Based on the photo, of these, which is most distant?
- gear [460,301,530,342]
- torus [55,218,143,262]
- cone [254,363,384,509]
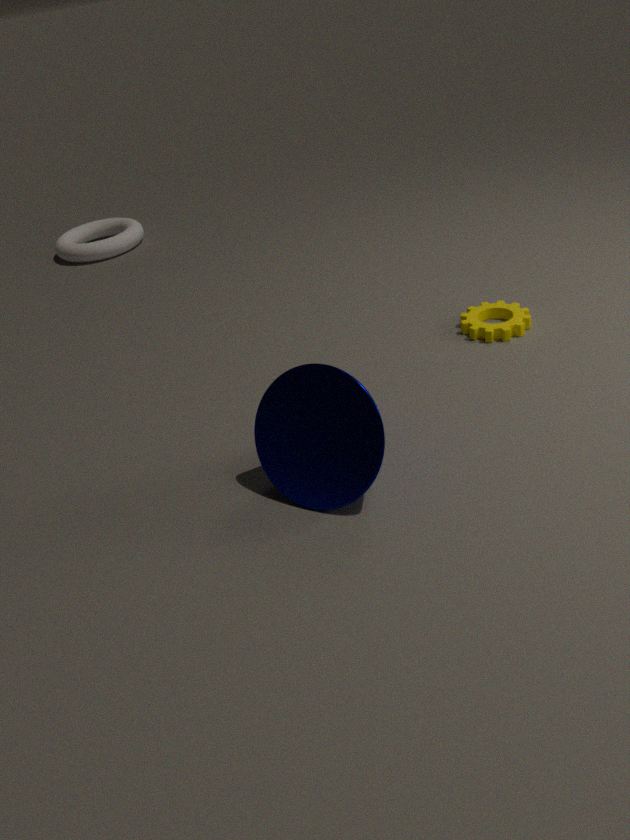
torus [55,218,143,262]
